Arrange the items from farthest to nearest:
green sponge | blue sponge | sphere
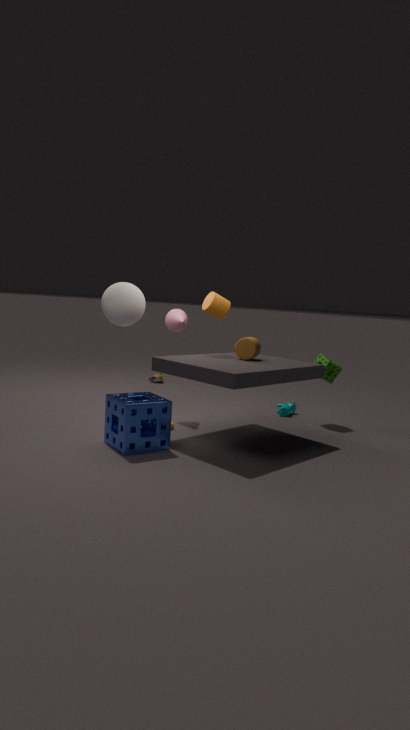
green sponge
sphere
blue sponge
